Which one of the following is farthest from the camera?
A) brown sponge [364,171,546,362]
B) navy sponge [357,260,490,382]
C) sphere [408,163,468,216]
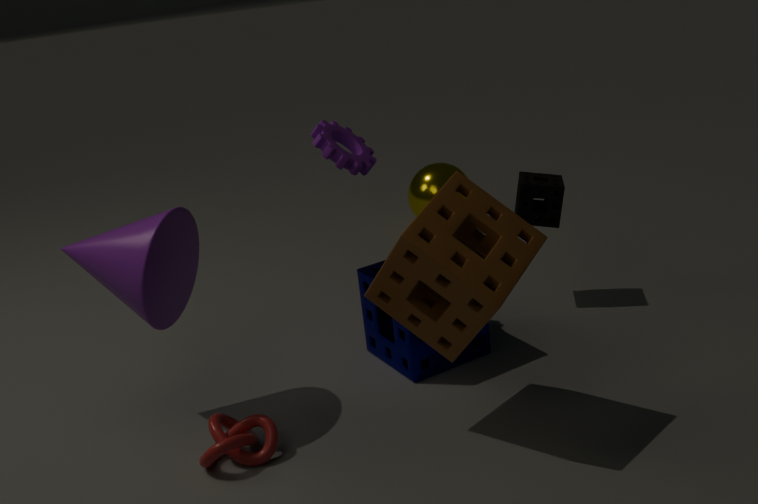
sphere [408,163,468,216]
